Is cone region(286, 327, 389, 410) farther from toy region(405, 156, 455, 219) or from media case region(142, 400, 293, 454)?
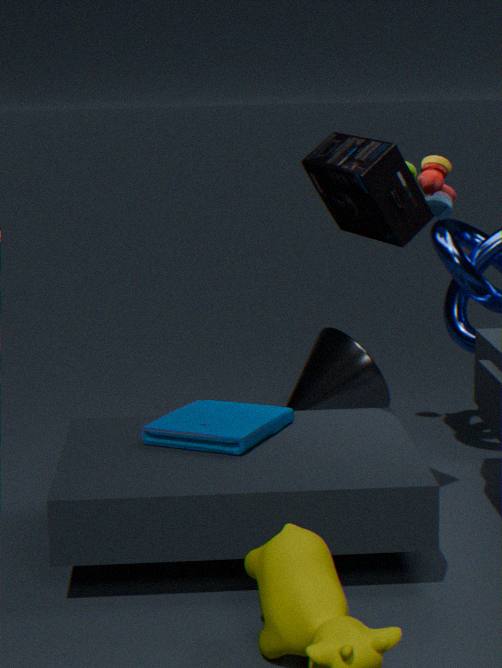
media case region(142, 400, 293, 454)
